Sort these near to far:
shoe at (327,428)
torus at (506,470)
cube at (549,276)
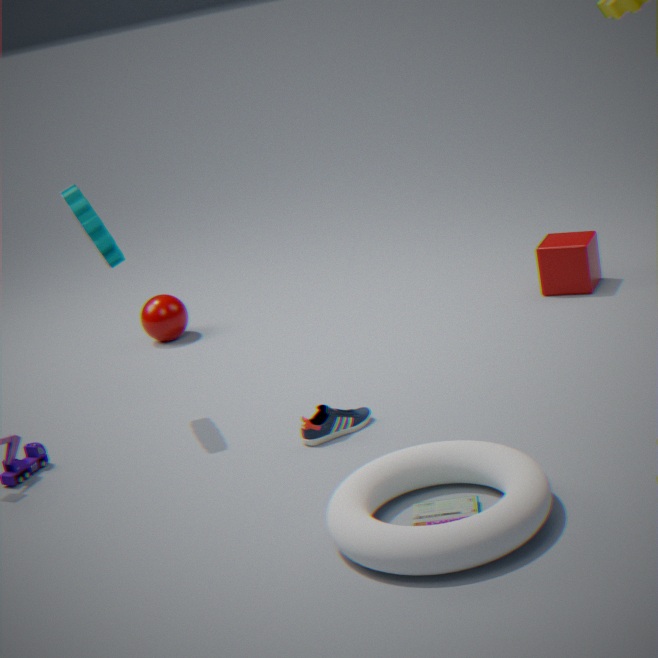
torus at (506,470) → shoe at (327,428) → cube at (549,276)
